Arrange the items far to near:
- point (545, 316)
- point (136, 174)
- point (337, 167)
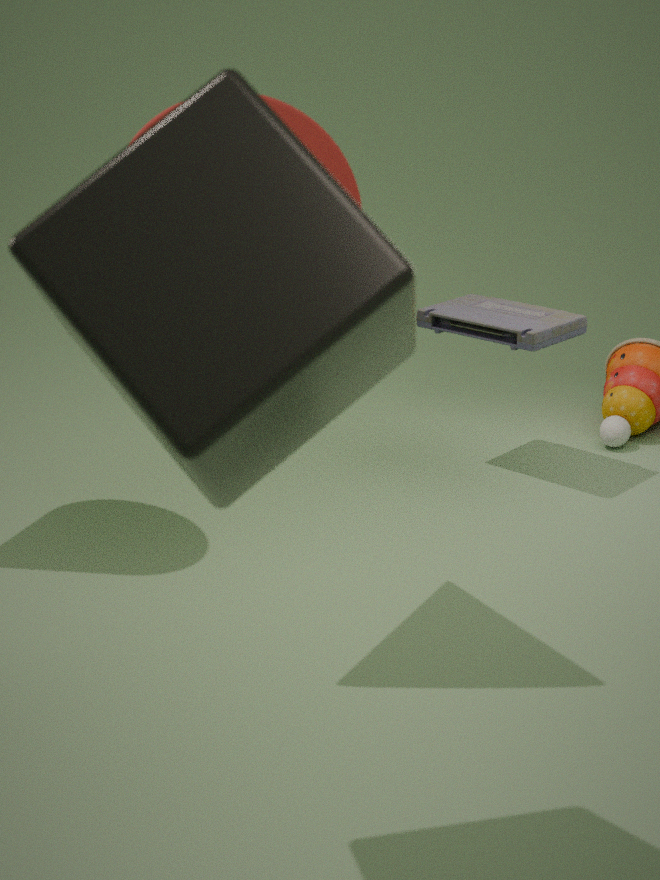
point (545, 316), point (337, 167), point (136, 174)
